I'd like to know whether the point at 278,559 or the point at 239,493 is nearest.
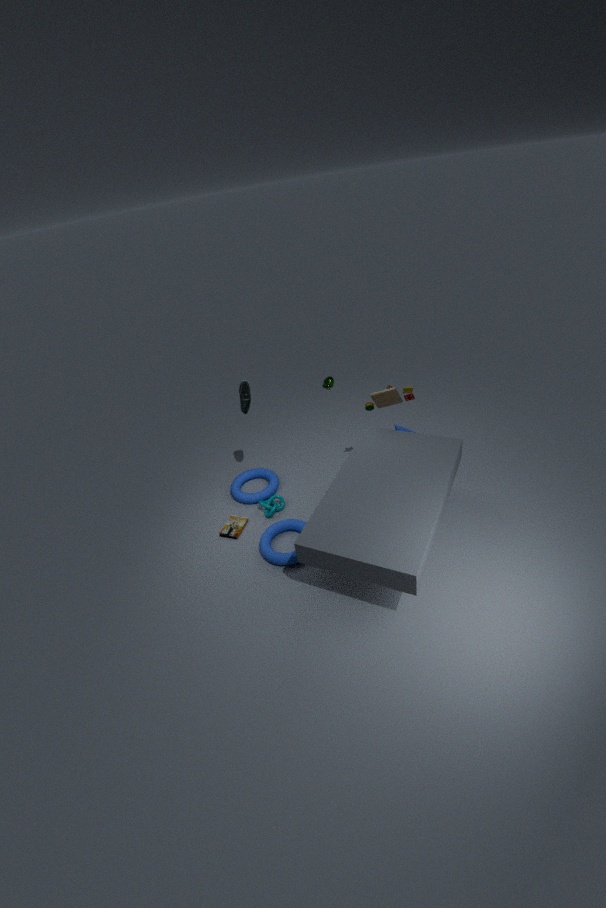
the point at 278,559
